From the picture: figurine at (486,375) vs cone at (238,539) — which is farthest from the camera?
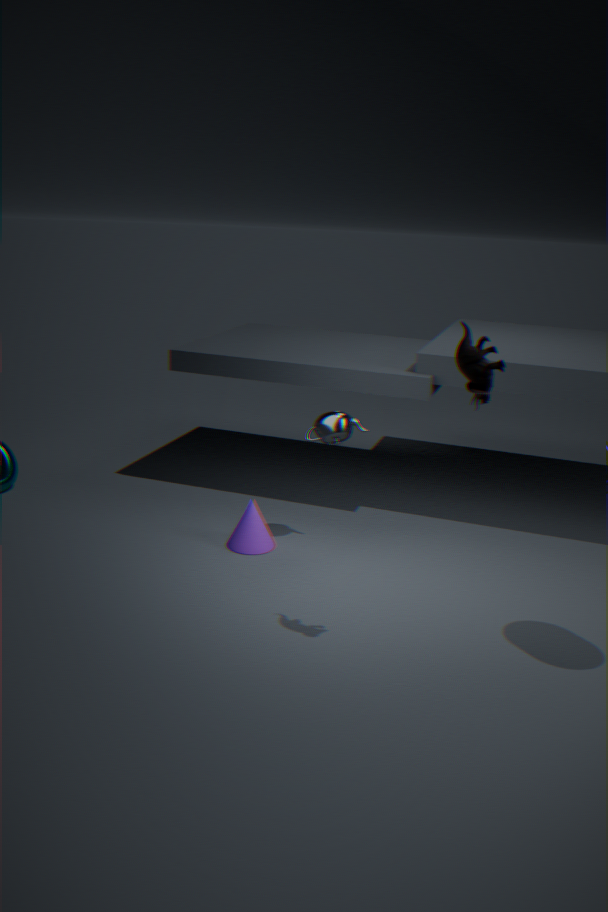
cone at (238,539)
